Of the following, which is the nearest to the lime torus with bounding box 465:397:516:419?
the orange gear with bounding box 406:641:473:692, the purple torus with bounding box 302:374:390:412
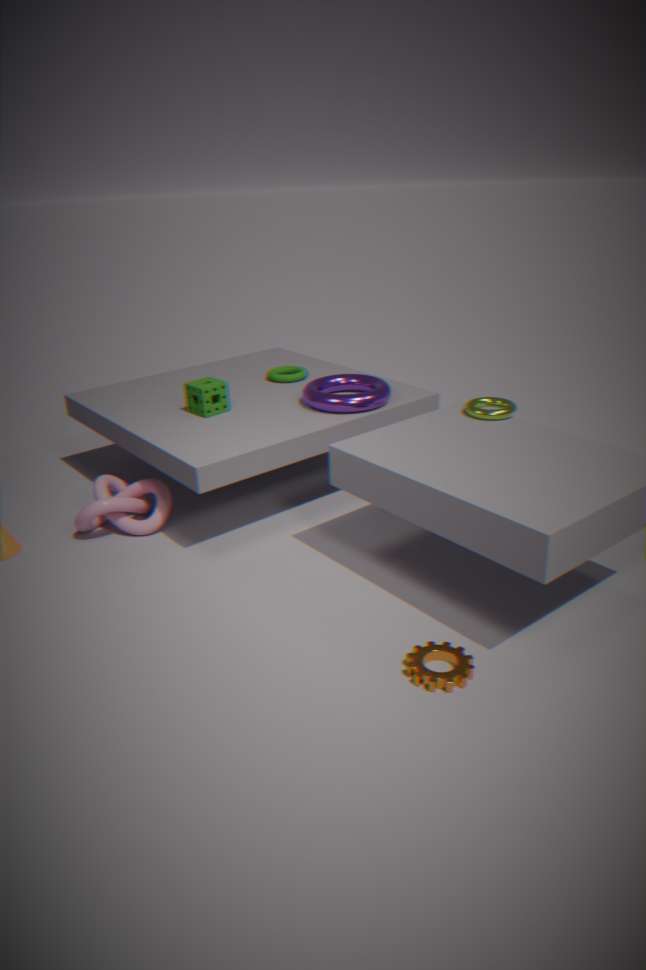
the purple torus with bounding box 302:374:390:412
